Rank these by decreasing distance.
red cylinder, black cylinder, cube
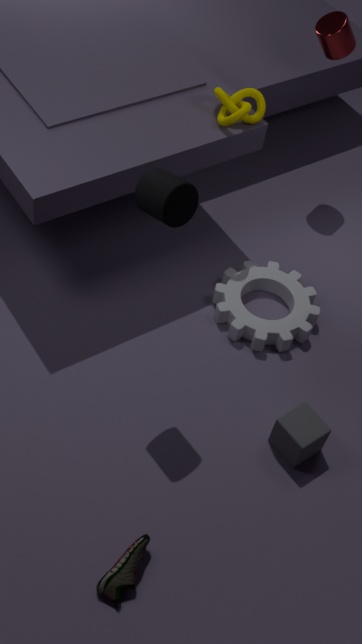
red cylinder < cube < black cylinder
